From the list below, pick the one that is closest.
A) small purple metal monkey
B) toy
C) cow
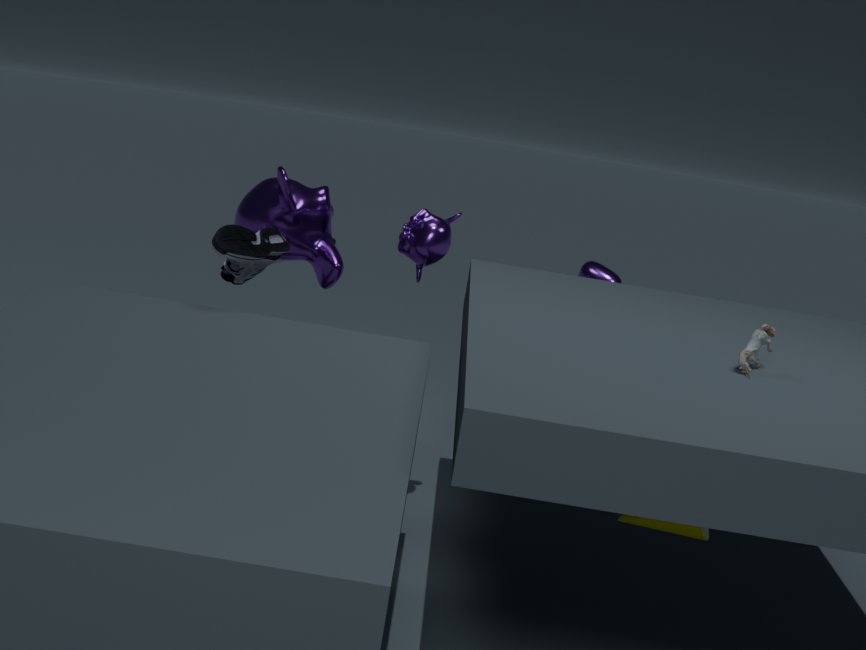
toy
